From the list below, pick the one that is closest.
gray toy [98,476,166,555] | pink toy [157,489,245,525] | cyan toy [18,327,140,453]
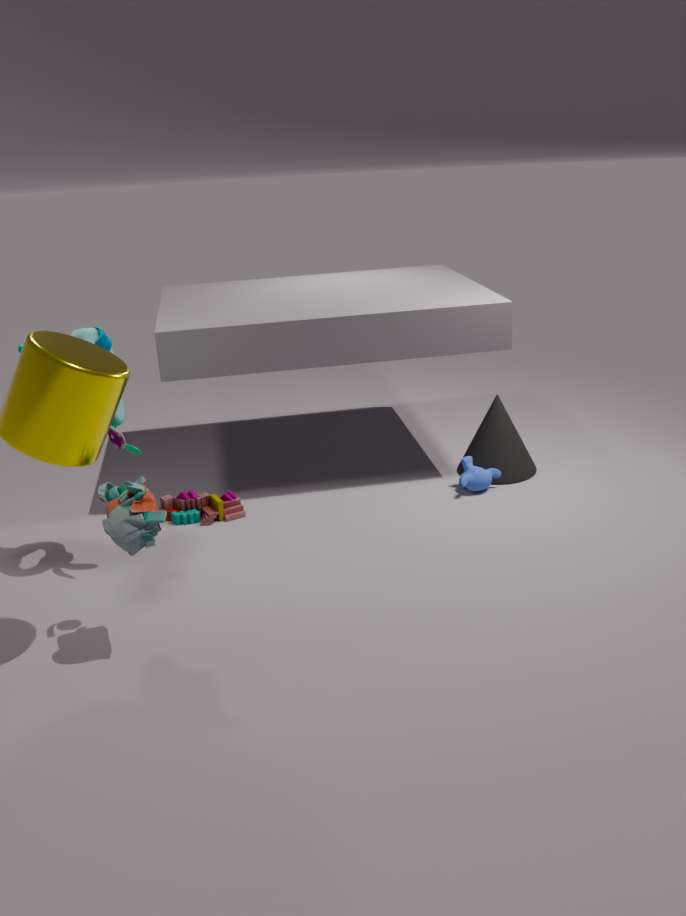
gray toy [98,476,166,555]
